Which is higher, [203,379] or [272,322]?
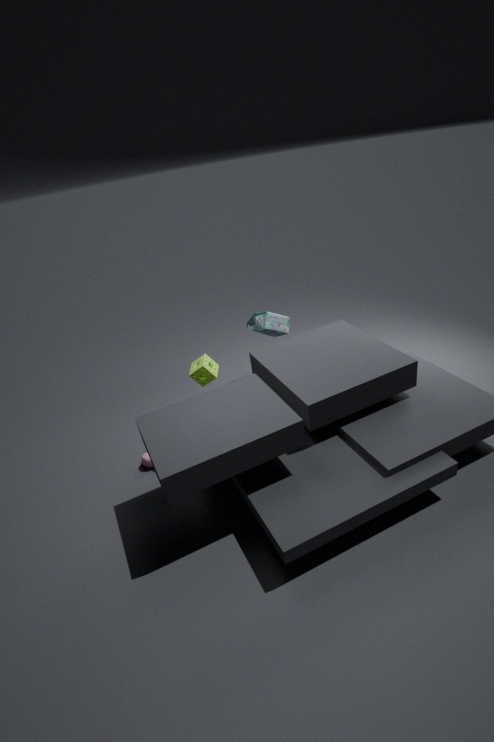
[203,379]
